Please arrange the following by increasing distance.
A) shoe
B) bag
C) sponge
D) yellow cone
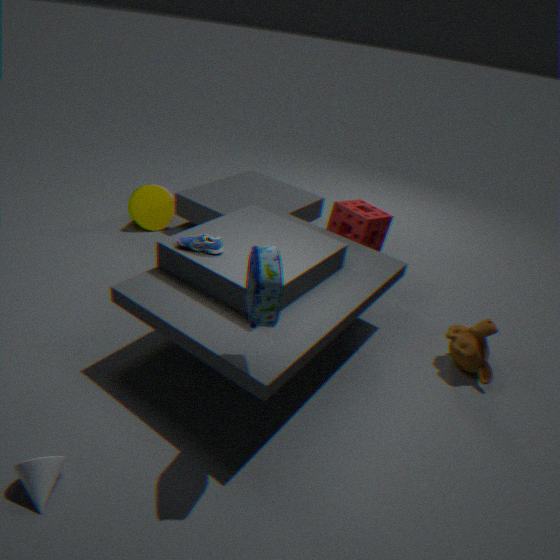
bag, shoe, sponge, yellow cone
